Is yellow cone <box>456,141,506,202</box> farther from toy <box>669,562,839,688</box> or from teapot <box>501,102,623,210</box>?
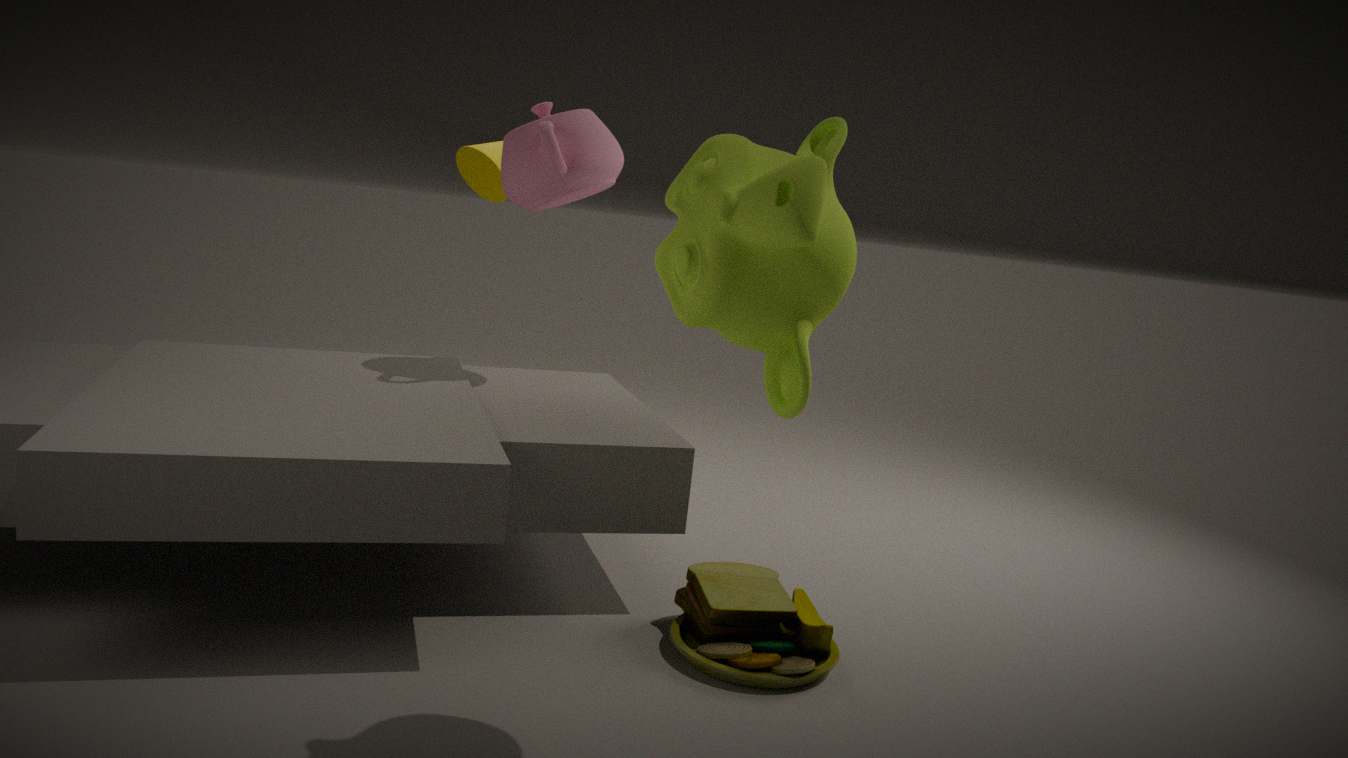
toy <box>669,562,839,688</box>
